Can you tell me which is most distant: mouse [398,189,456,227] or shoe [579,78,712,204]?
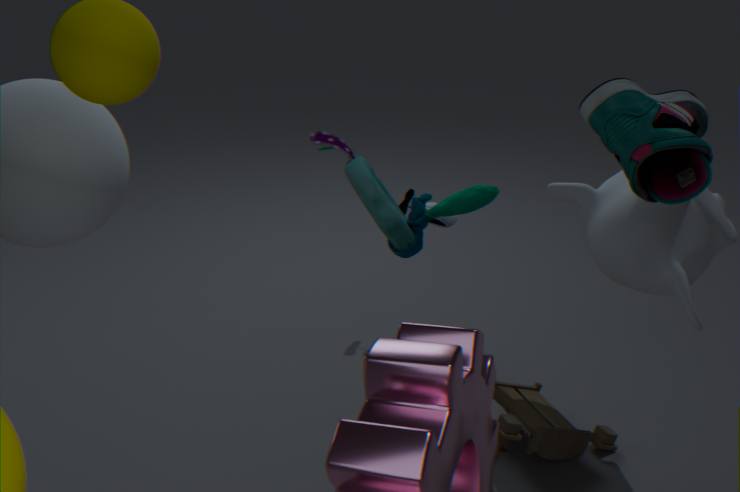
mouse [398,189,456,227]
